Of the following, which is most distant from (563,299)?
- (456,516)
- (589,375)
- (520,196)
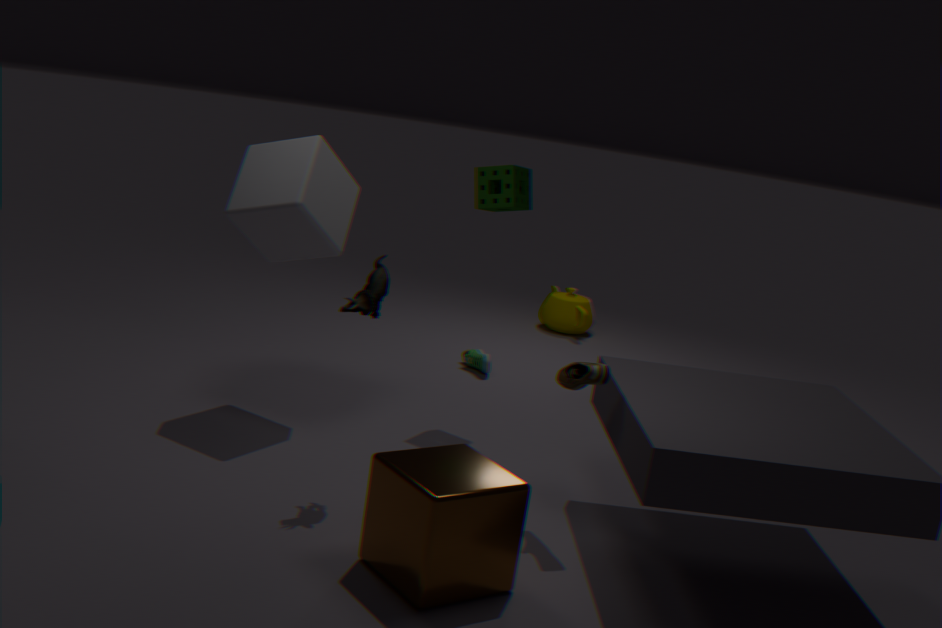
(456,516)
